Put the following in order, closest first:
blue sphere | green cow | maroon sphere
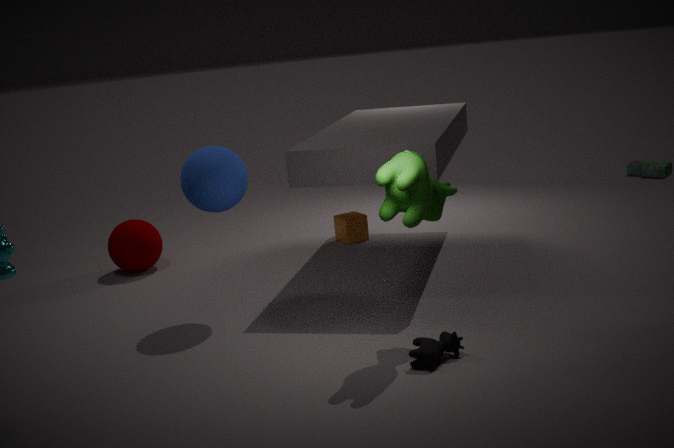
green cow < blue sphere < maroon sphere
